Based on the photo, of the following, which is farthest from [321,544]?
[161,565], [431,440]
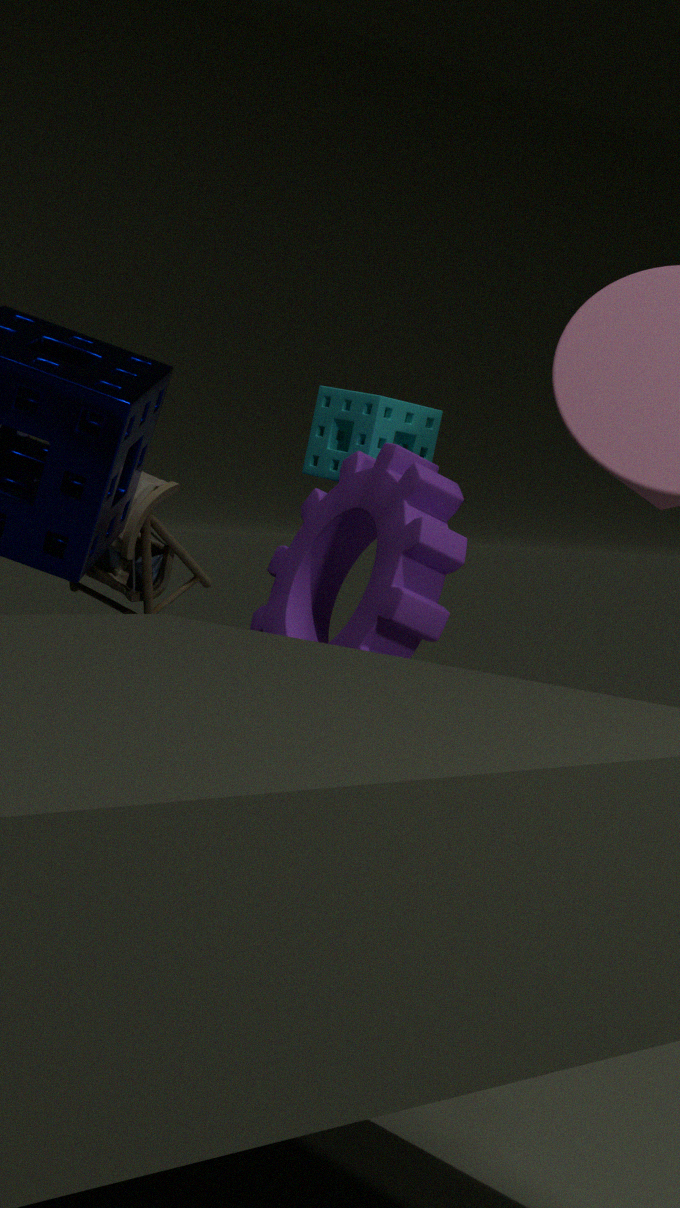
[161,565]
